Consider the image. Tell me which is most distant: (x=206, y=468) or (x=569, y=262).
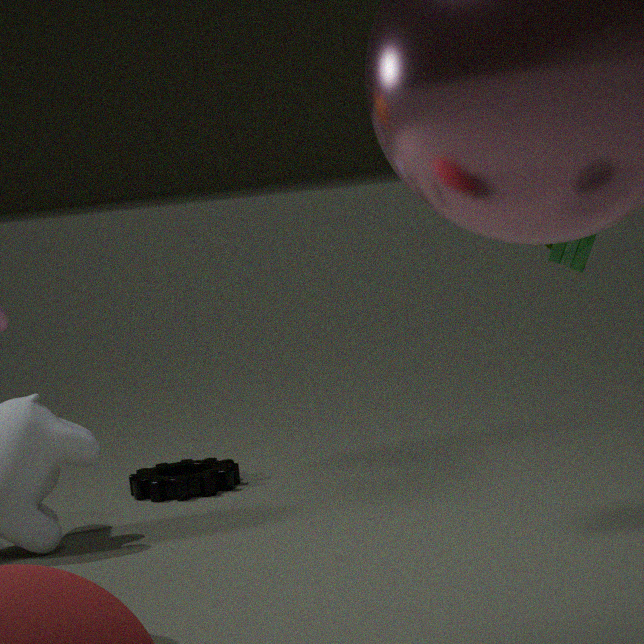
(x=206, y=468)
